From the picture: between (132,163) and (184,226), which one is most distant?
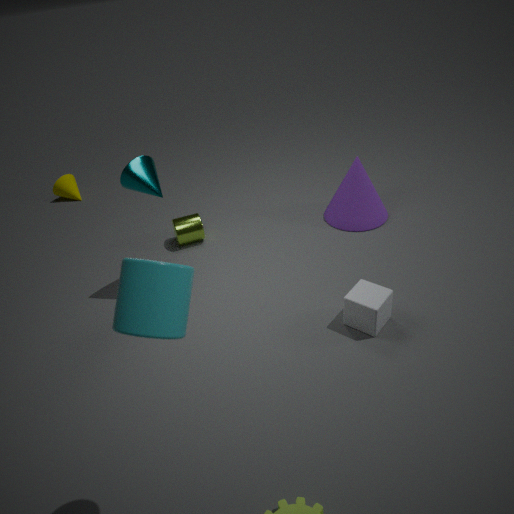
(184,226)
